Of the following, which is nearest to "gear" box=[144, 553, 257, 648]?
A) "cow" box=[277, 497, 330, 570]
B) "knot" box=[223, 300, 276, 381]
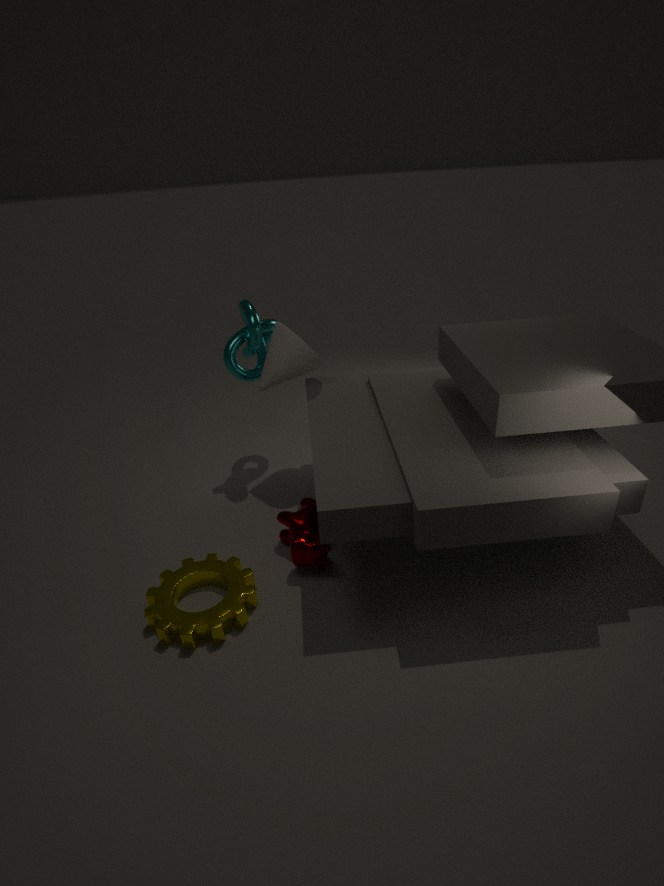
"cow" box=[277, 497, 330, 570]
